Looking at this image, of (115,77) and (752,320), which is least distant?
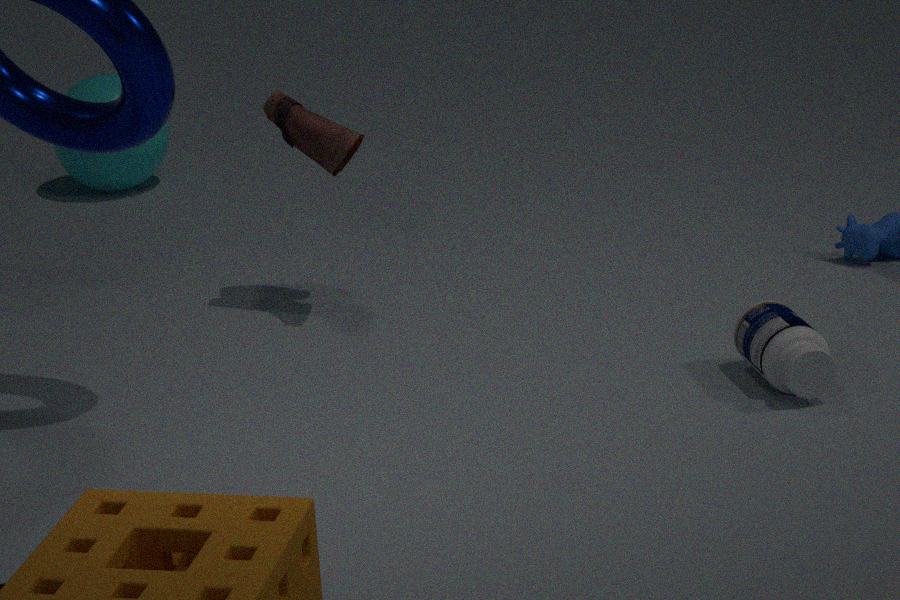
(752,320)
